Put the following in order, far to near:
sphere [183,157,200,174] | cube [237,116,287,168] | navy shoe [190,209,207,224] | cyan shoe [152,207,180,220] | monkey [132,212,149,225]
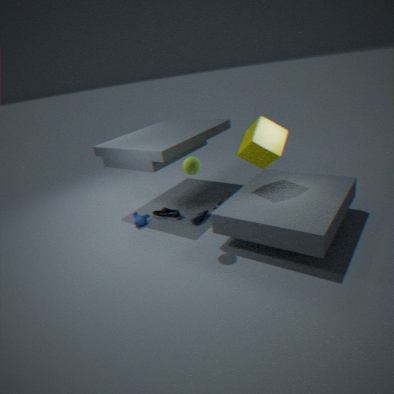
cyan shoe [152,207,180,220] → monkey [132,212,149,225] → navy shoe [190,209,207,224] → cube [237,116,287,168] → sphere [183,157,200,174]
